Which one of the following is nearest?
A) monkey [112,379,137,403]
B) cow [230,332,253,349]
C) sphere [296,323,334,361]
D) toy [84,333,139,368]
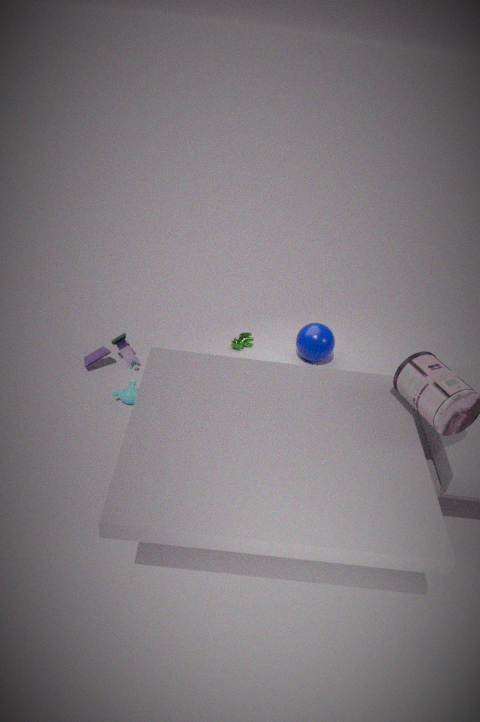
monkey [112,379,137,403]
